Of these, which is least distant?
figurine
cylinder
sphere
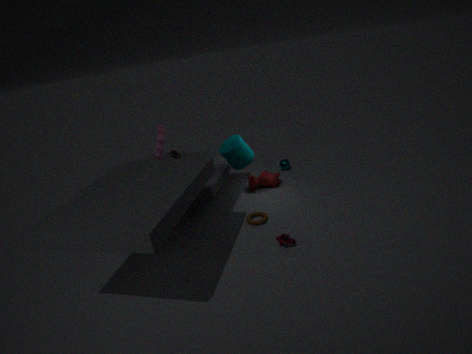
figurine
